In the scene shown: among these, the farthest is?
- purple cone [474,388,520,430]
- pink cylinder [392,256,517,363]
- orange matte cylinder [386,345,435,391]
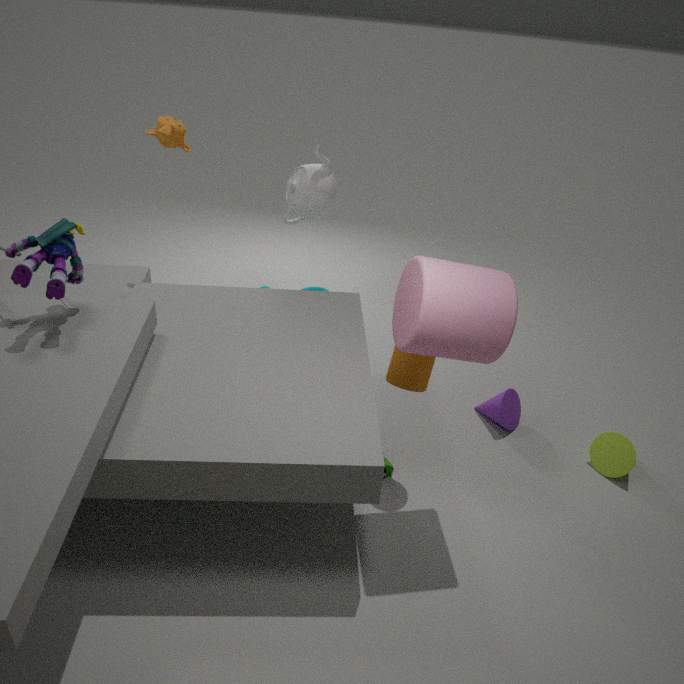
purple cone [474,388,520,430]
